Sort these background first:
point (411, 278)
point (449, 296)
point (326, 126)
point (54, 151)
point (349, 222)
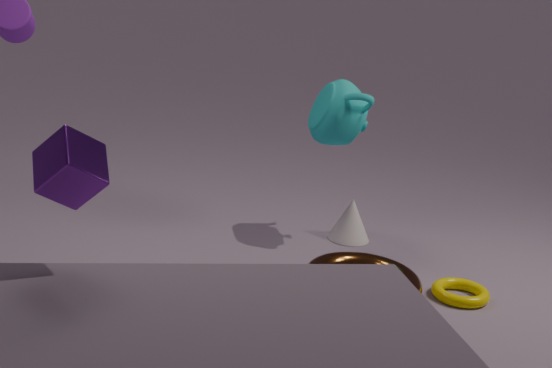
point (349, 222) → point (326, 126) → point (449, 296) → point (411, 278) → point (54, 151)
